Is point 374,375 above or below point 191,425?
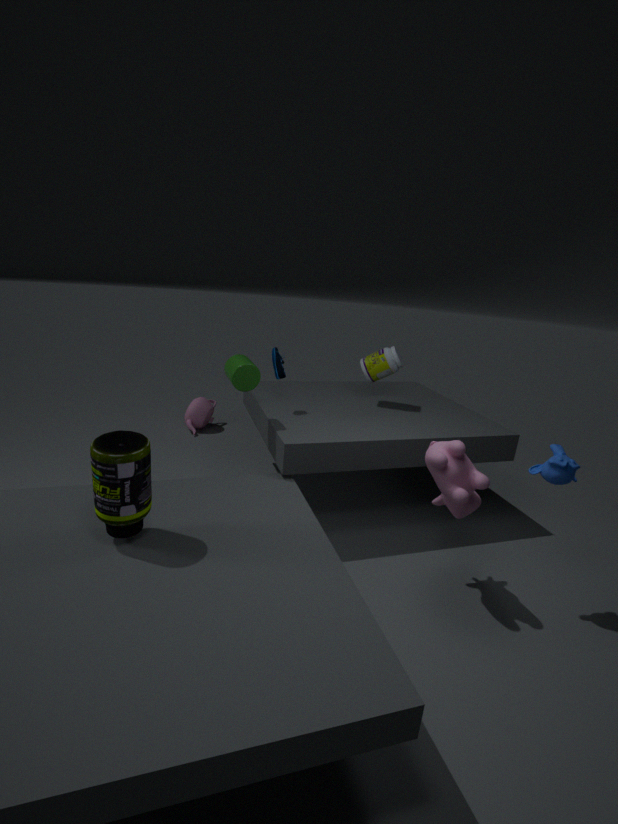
above
